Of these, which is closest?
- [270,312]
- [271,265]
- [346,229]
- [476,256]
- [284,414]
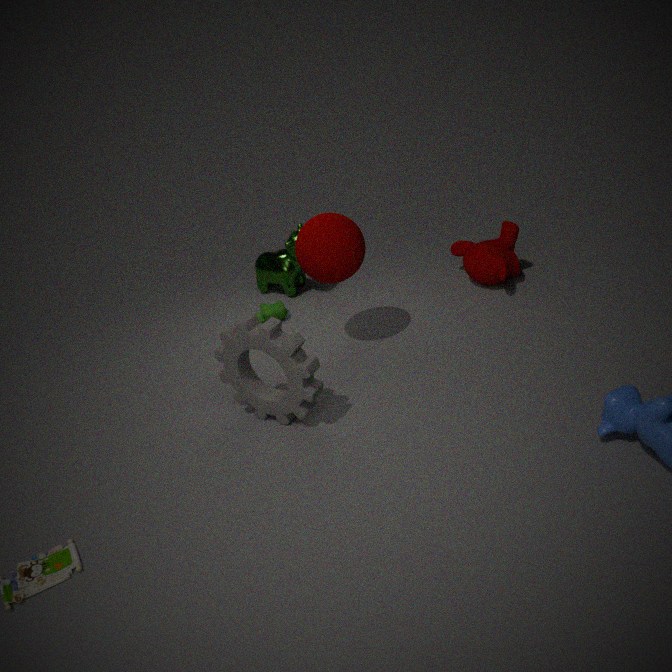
[284,414]
